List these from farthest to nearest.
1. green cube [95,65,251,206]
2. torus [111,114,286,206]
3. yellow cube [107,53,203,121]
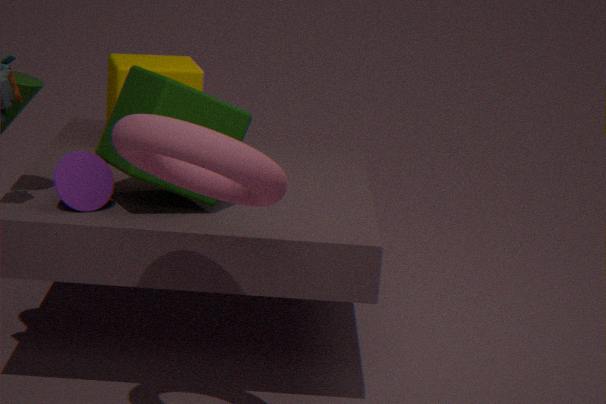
yellow cube [107,53,203,121] < green cube [95,65,251,206] < torus [111,114,286,206]
